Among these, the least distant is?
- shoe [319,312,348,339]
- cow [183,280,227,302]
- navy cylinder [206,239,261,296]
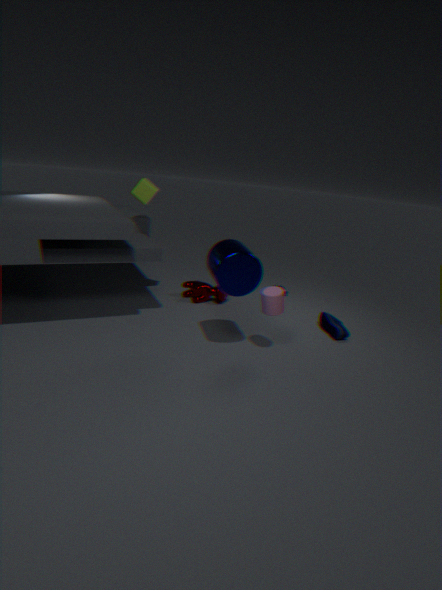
navy cylinder [206,239,261,296]
